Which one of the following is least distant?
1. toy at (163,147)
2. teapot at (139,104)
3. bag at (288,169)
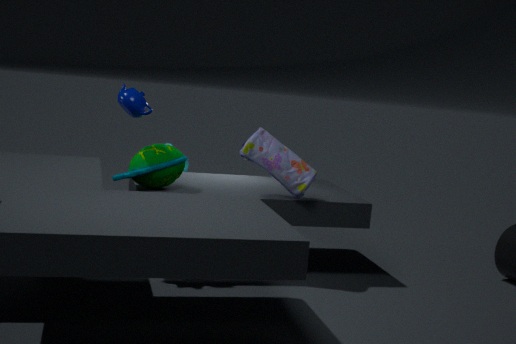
teapot at (139,104)
